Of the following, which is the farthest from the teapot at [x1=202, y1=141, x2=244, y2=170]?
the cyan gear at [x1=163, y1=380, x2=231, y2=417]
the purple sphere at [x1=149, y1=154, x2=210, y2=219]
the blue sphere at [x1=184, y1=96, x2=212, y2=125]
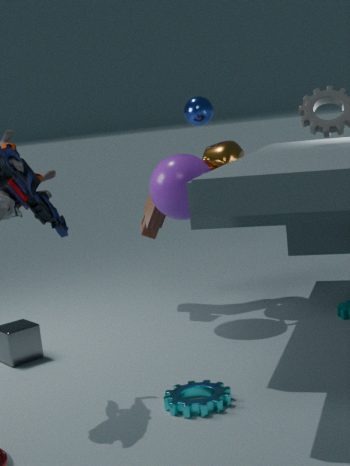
the cyan gear at [x1=163, y1=380, x2=231, y2=417]
